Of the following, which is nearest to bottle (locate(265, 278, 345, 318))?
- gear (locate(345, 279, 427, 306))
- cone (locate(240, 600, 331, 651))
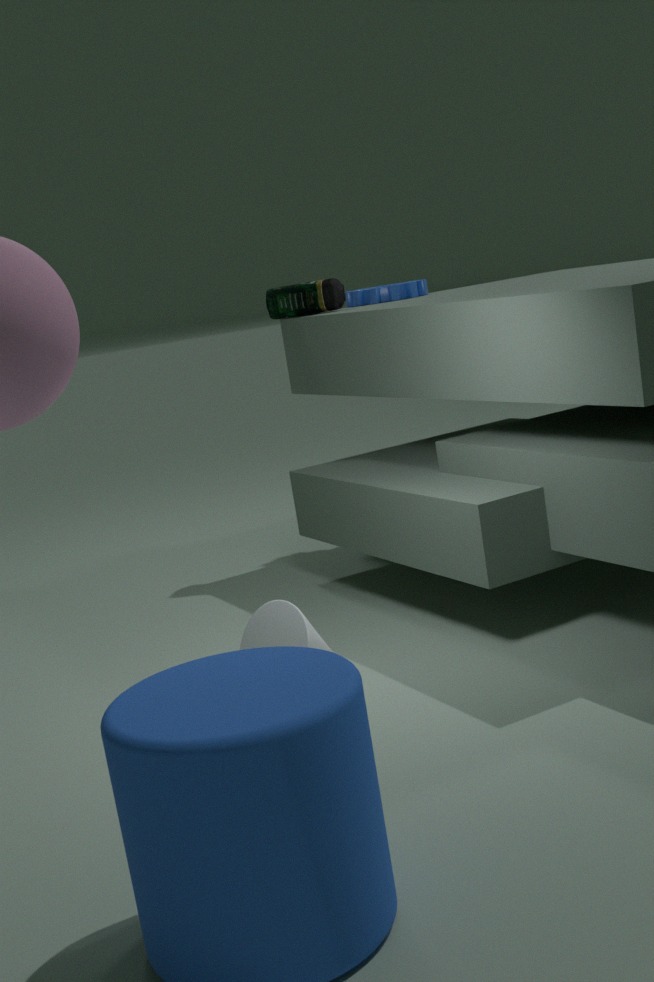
gear (locate(345, 279, 427, 306))
